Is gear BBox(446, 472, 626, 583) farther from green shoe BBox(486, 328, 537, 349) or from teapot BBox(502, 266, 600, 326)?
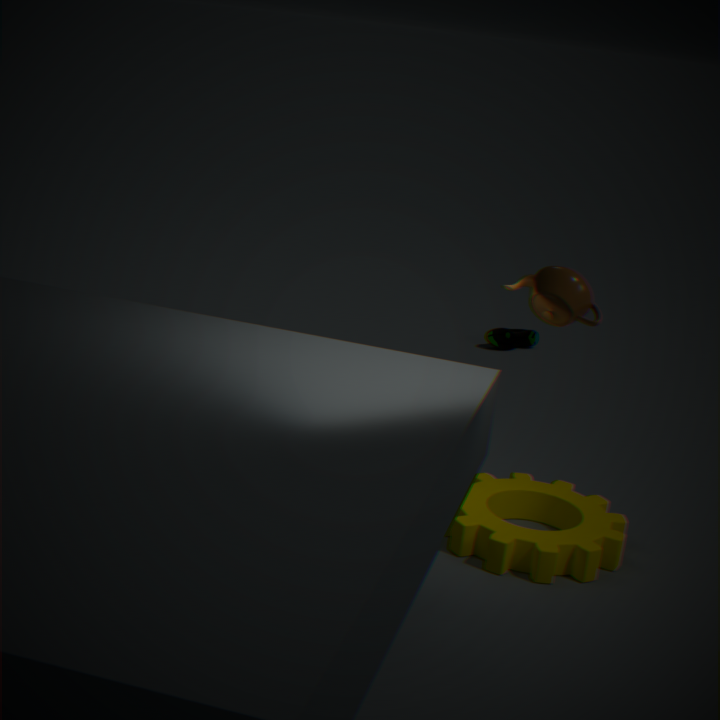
green shoe BBox(486, 328, 537, 349)
